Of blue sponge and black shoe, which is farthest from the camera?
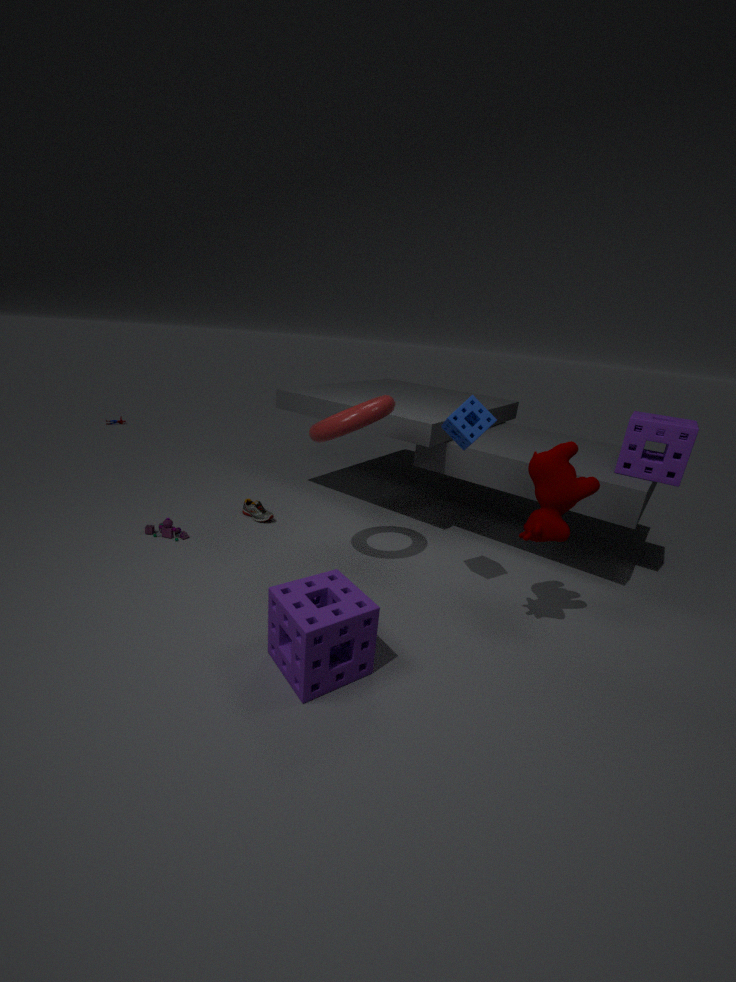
black shoe
